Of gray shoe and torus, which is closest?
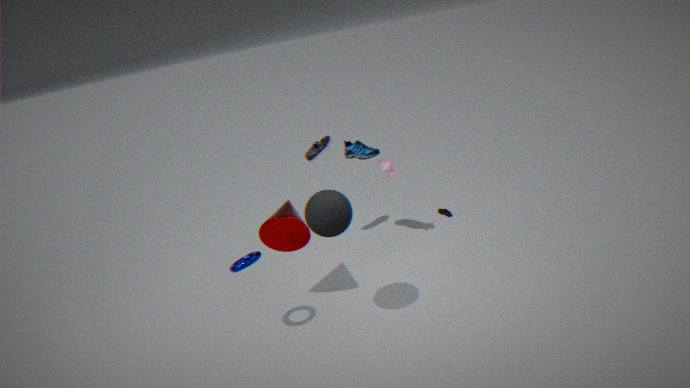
torus
